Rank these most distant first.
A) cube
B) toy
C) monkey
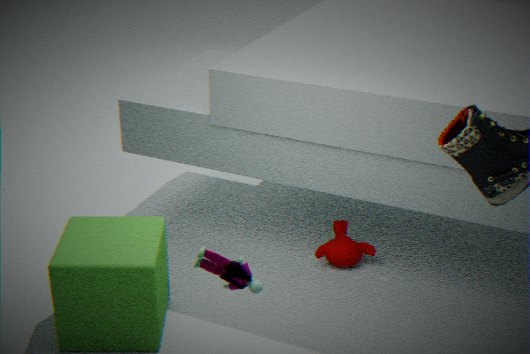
monkey, cube, toy
